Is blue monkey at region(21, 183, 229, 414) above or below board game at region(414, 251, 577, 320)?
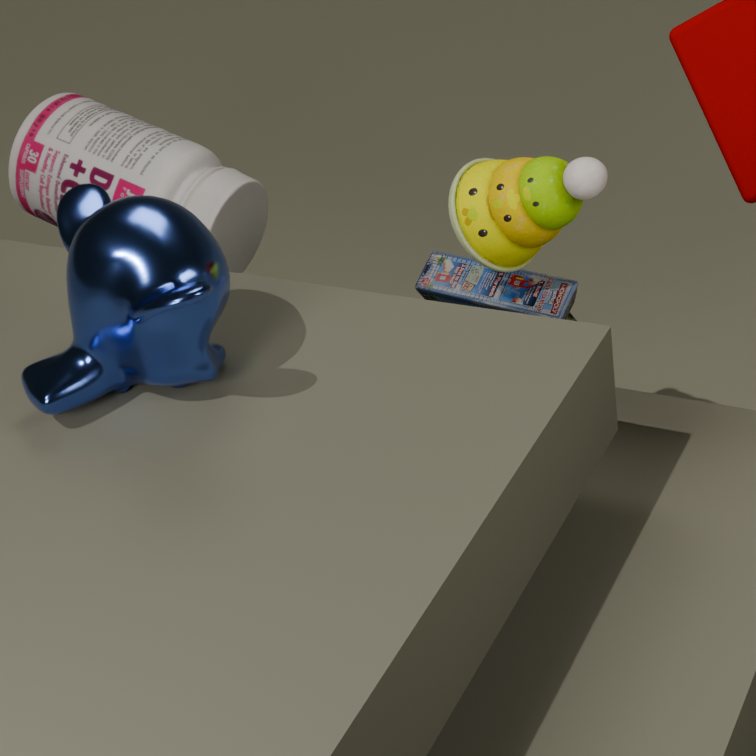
above
